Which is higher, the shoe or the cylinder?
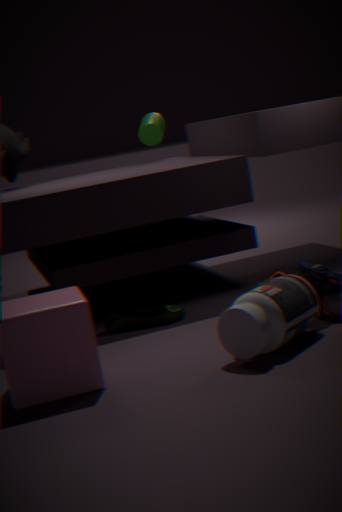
the cylinder
